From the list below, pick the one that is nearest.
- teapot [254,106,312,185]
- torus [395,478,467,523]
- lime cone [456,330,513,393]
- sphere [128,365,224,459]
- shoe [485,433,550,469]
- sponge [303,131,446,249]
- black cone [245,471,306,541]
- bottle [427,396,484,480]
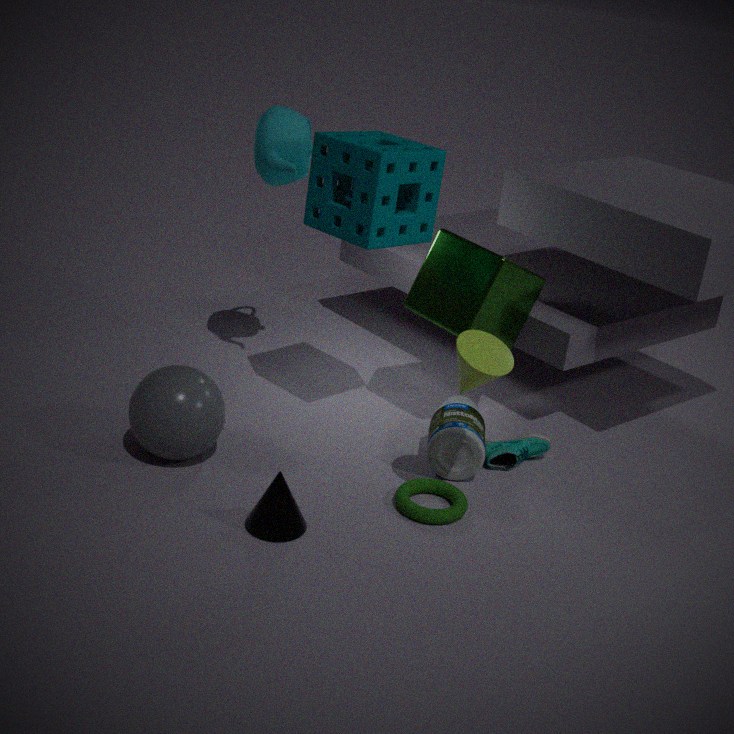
lime cone [456,330,513,393]
